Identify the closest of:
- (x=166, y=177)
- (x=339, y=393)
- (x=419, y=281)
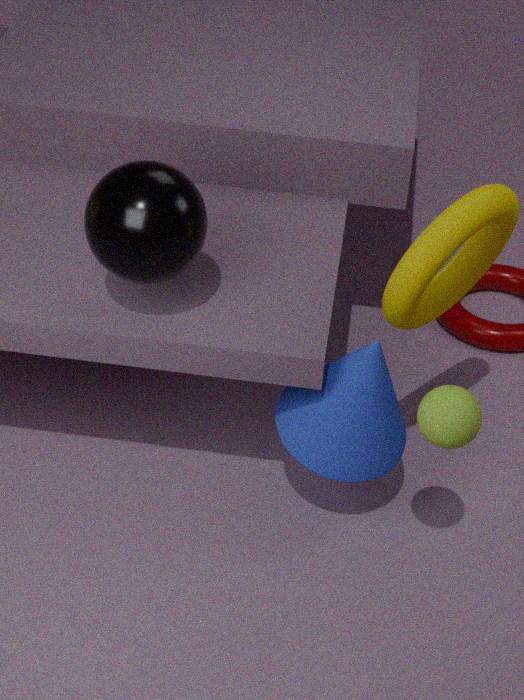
(x=166, y=177)
